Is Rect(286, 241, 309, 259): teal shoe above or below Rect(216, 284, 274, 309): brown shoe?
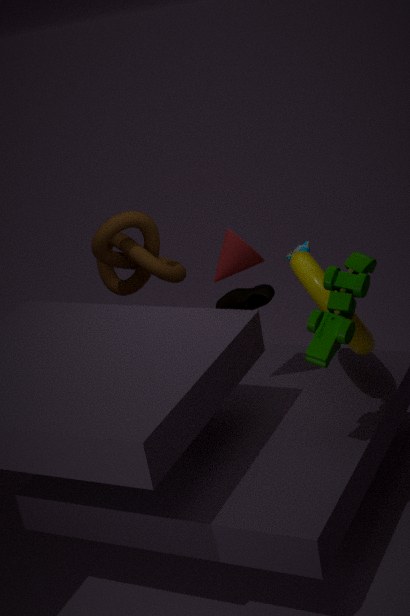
above
